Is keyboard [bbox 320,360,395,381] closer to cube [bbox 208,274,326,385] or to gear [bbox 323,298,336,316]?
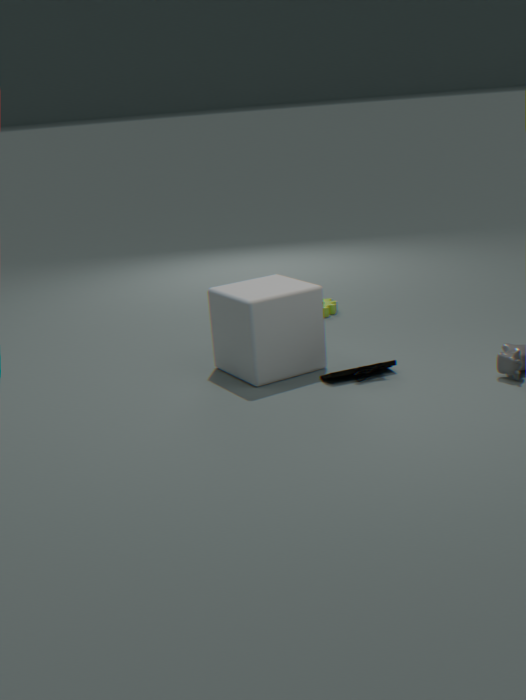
cube [bbox 208,274,326,385]
